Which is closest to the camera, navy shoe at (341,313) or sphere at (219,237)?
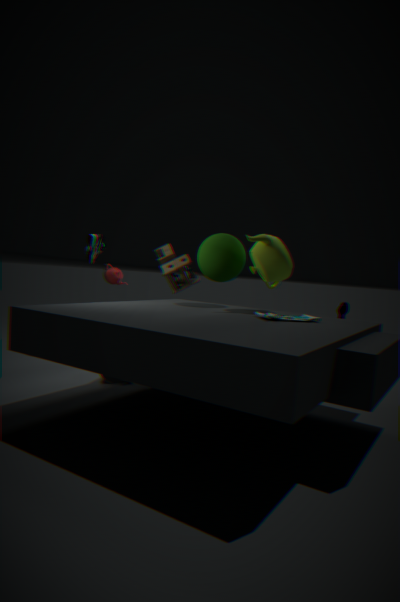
sphere at (219,237)
